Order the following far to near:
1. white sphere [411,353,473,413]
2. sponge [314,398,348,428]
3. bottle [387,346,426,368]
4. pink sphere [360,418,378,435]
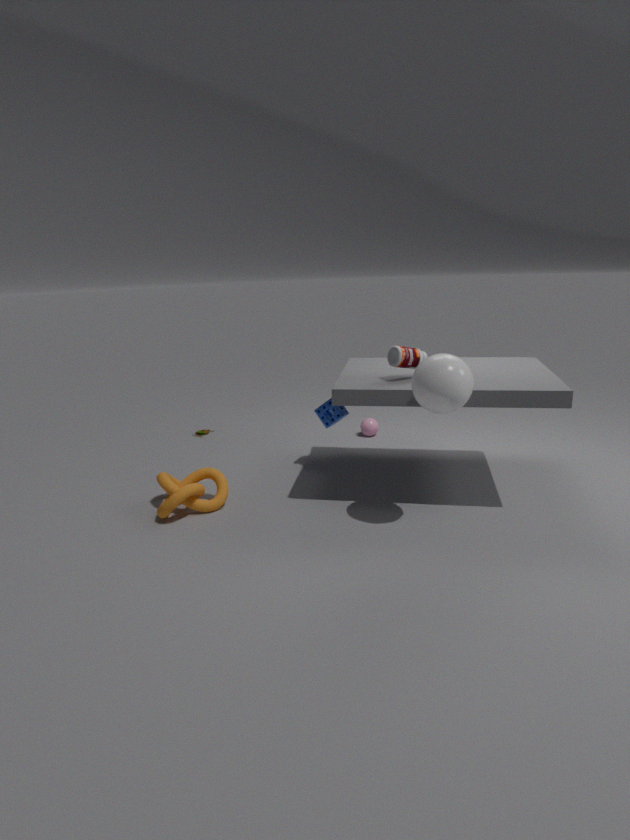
pink sphere [360,418,378,435] → sponge [314,398,348,428] → bottle [387,346,426,368] → white sphere [411,353,473,413]
